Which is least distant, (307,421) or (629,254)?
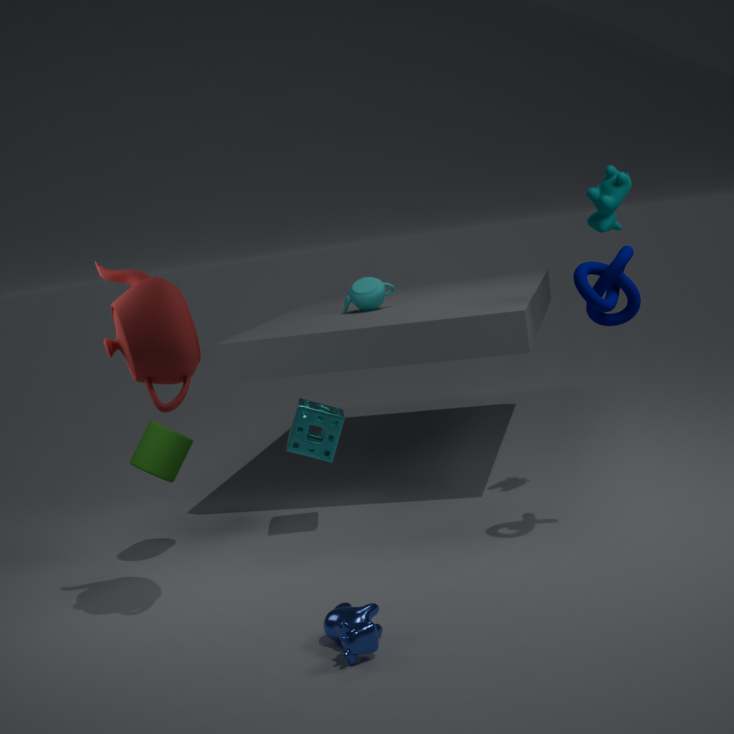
(629,254)
